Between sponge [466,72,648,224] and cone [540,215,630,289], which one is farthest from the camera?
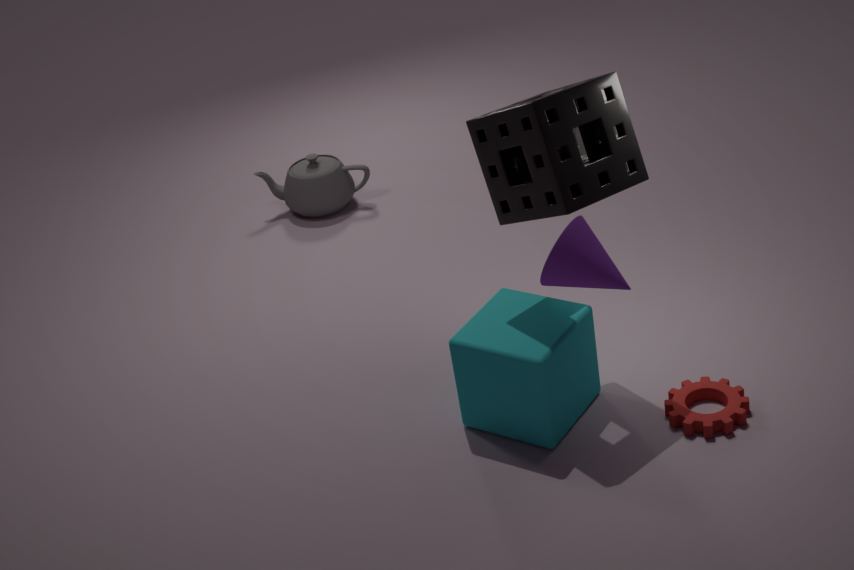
sponge [466,72,648,224]
